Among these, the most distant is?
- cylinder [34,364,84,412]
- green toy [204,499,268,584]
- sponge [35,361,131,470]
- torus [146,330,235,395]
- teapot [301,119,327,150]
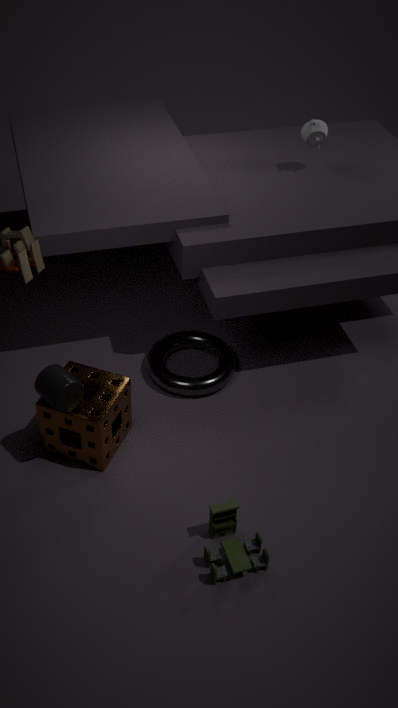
teapot [301,119,327,150]
